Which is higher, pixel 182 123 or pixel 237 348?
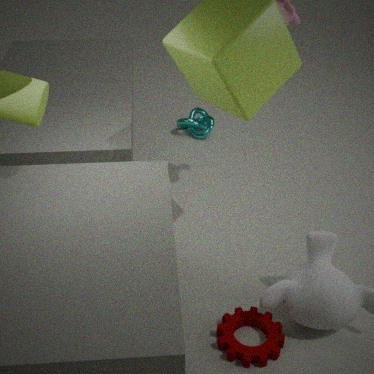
pixel 182 123
